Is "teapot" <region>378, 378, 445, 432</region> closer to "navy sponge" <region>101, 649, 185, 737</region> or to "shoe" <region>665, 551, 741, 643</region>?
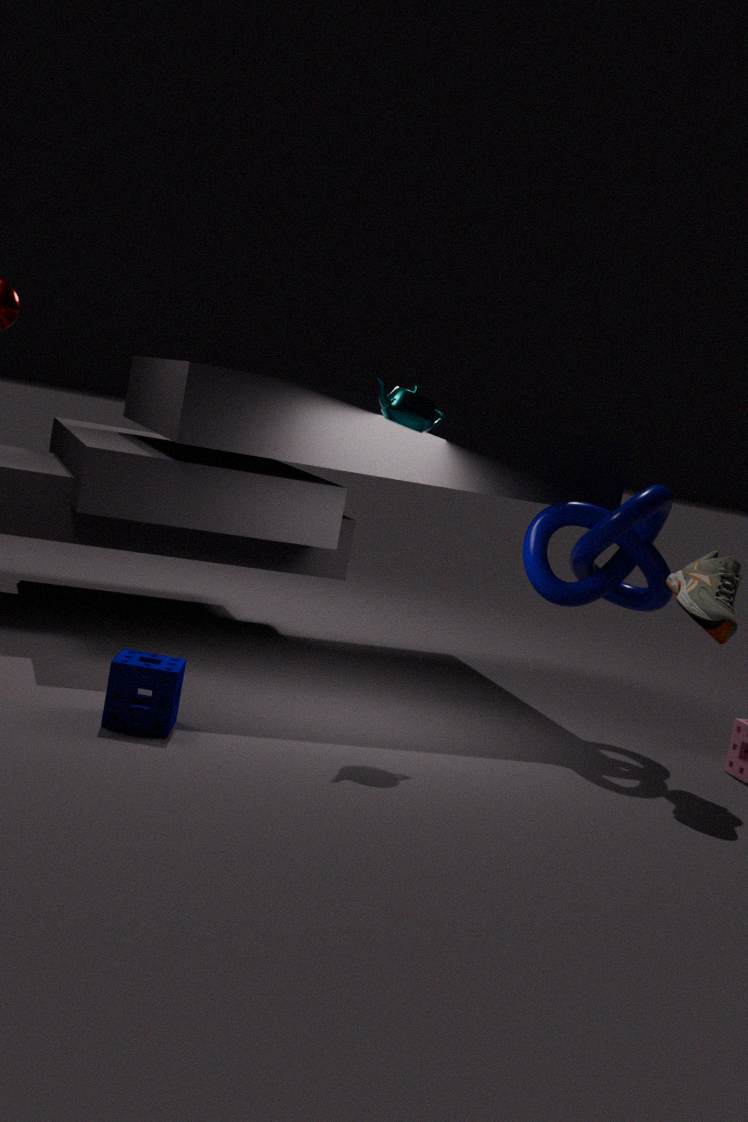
"shoe" <region>665, 551, 741, 643</region>
